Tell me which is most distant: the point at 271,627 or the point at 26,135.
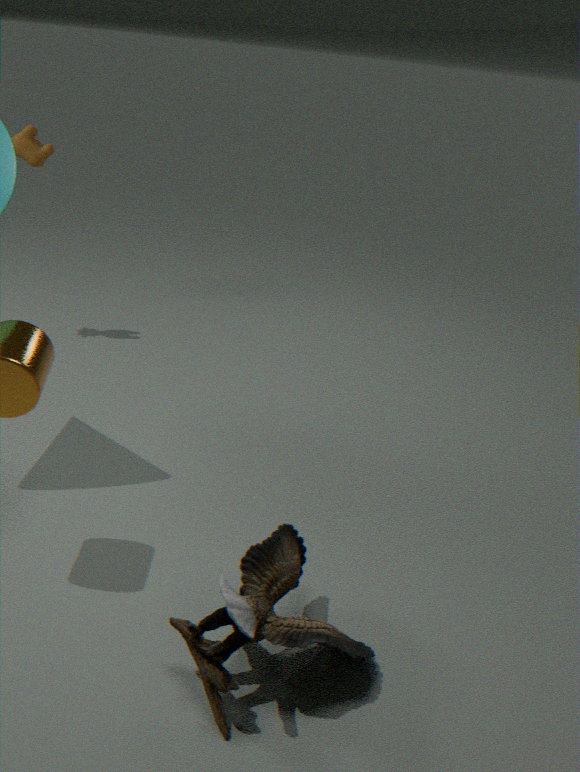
the point at 26,135
